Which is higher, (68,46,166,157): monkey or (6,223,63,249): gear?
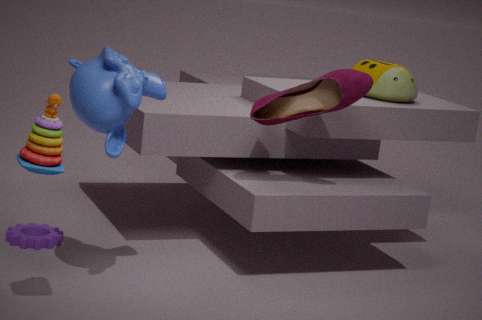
(68,46,166,157): monkey
